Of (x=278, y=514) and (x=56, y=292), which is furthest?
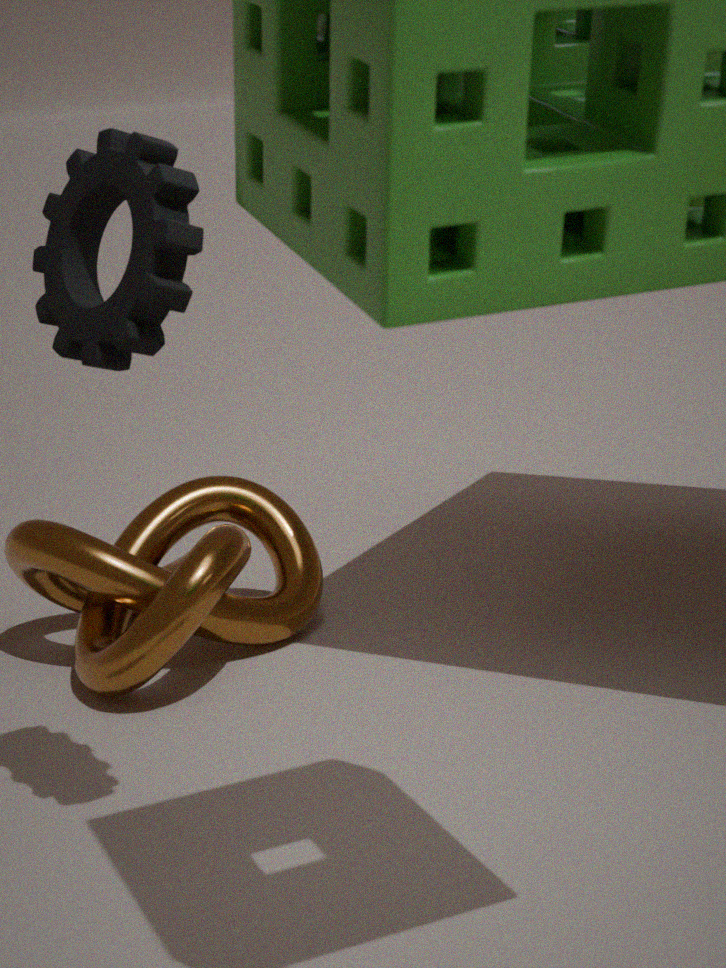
Answer: (x=278, y=514)
